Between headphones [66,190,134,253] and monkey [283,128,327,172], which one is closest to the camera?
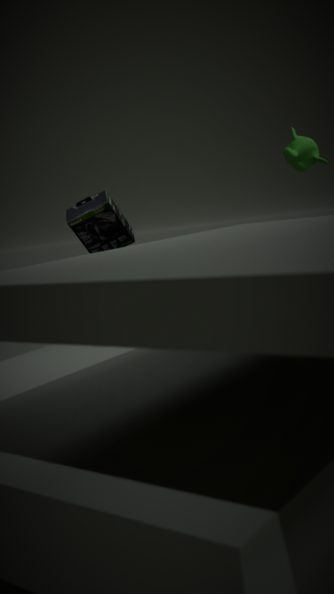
headphones [66,190,134,253]
